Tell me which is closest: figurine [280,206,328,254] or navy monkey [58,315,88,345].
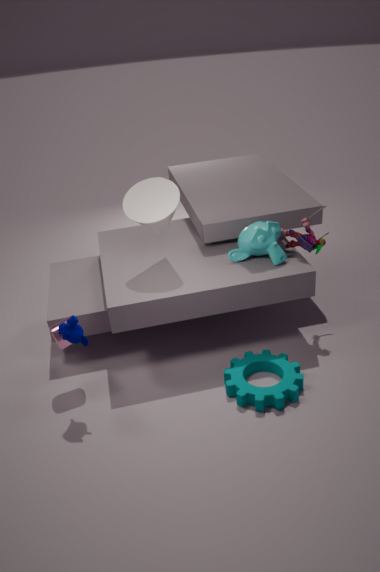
navy monkey [58,315,88,345]
